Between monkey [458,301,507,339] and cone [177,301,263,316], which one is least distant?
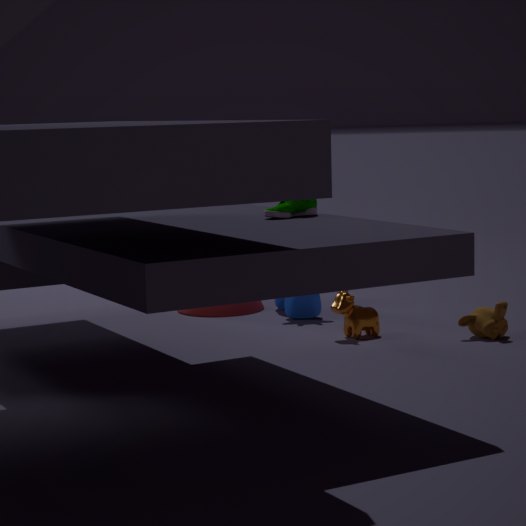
monkey [458,301,507,339]
